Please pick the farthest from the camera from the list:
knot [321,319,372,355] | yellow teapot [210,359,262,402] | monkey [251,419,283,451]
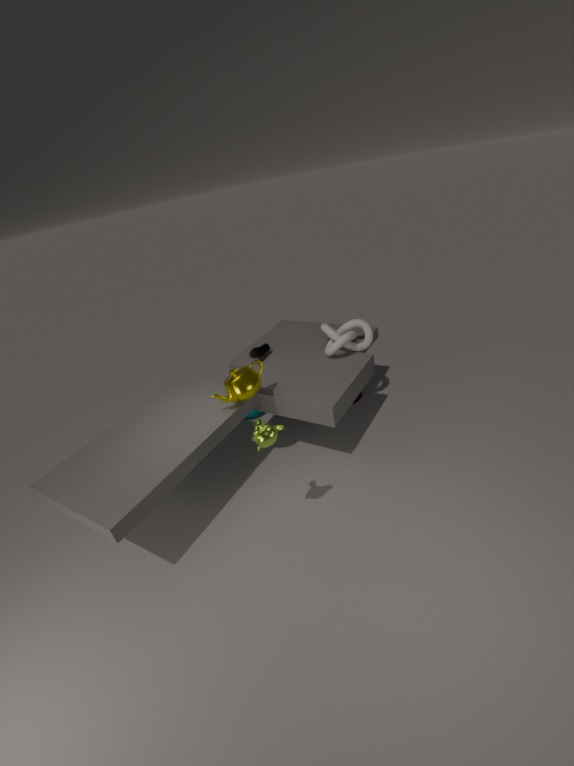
knot [321,319,372,355]
